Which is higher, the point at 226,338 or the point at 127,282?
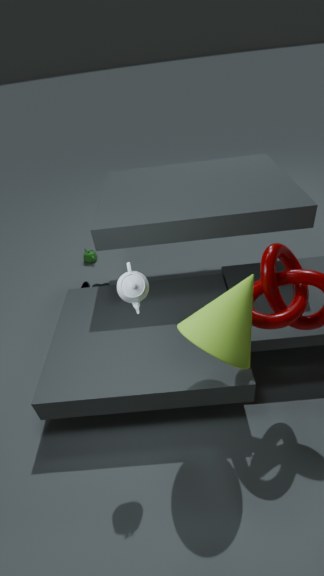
the point at 127,282
